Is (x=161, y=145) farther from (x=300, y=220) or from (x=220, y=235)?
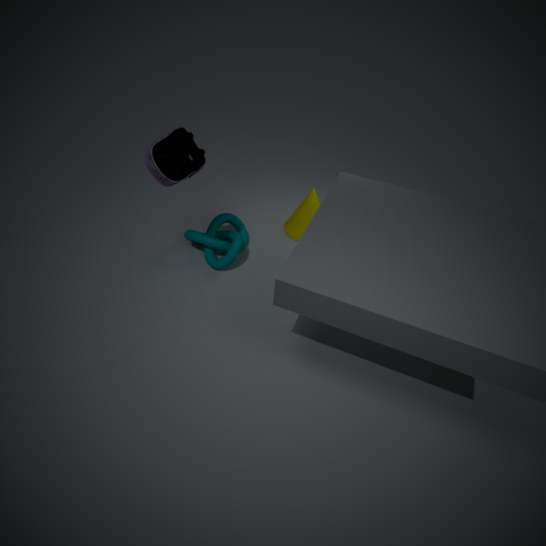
(x=300, y=220)
